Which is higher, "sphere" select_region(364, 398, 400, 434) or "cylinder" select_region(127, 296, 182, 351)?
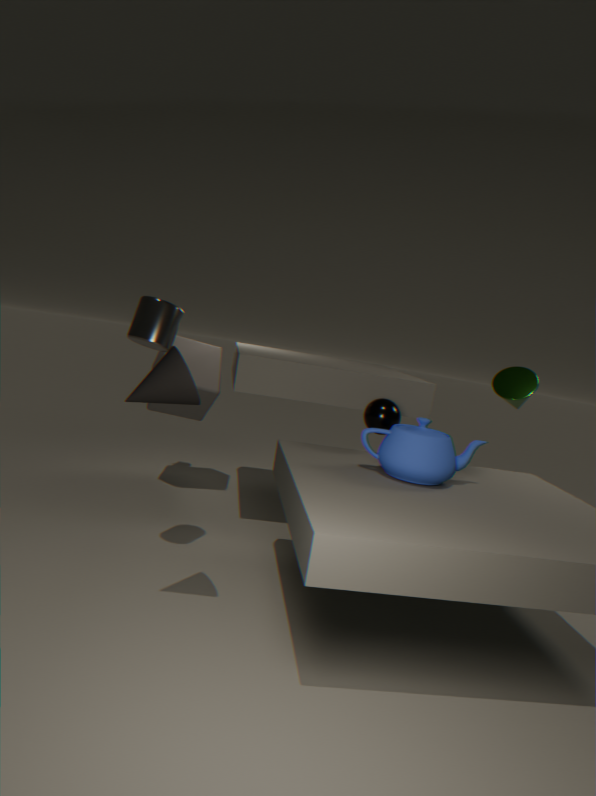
"cylinder" select_region(127, 296, 182, 351)
